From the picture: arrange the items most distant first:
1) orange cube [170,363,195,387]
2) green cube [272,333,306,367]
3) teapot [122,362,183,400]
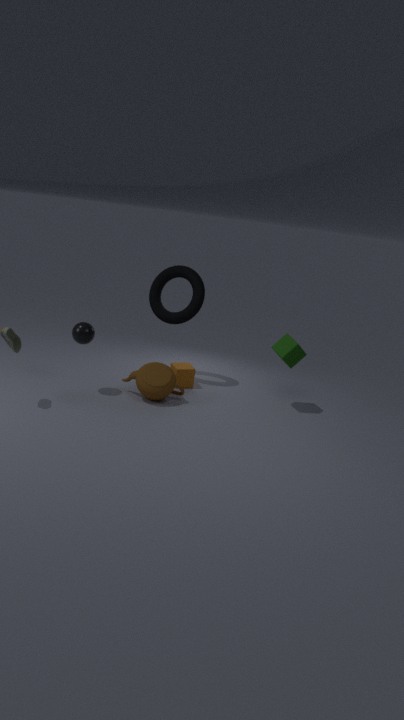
1. orange cube [170,363,195,387]
2. green cube [272,333,306,367]
3. teapot [122,362,183,400]
